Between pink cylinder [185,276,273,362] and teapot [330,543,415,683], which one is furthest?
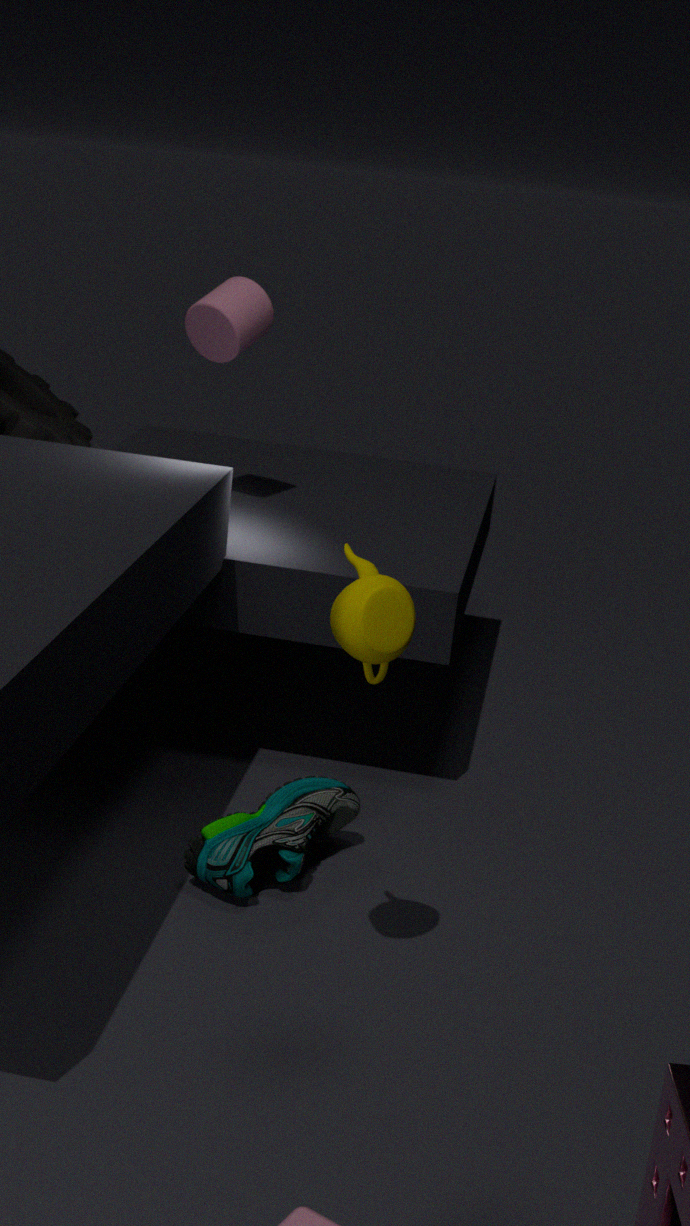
pink cylinder [185,276,273,362]
